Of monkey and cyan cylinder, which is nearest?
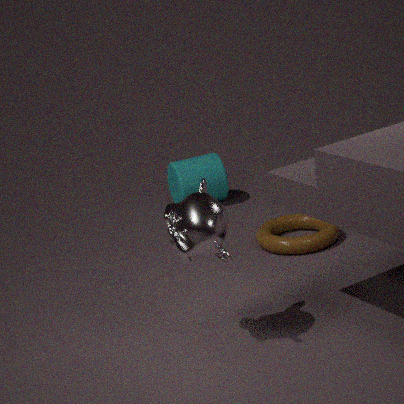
monkey
